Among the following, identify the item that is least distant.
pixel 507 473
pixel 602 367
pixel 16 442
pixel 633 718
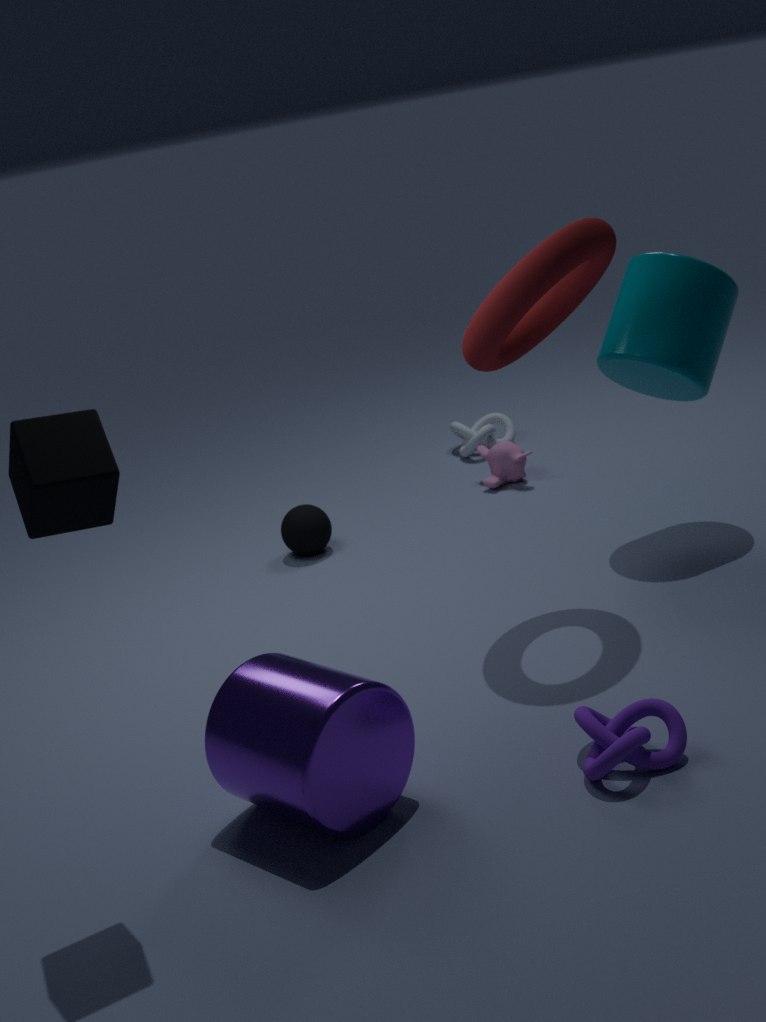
pixel 16 442
